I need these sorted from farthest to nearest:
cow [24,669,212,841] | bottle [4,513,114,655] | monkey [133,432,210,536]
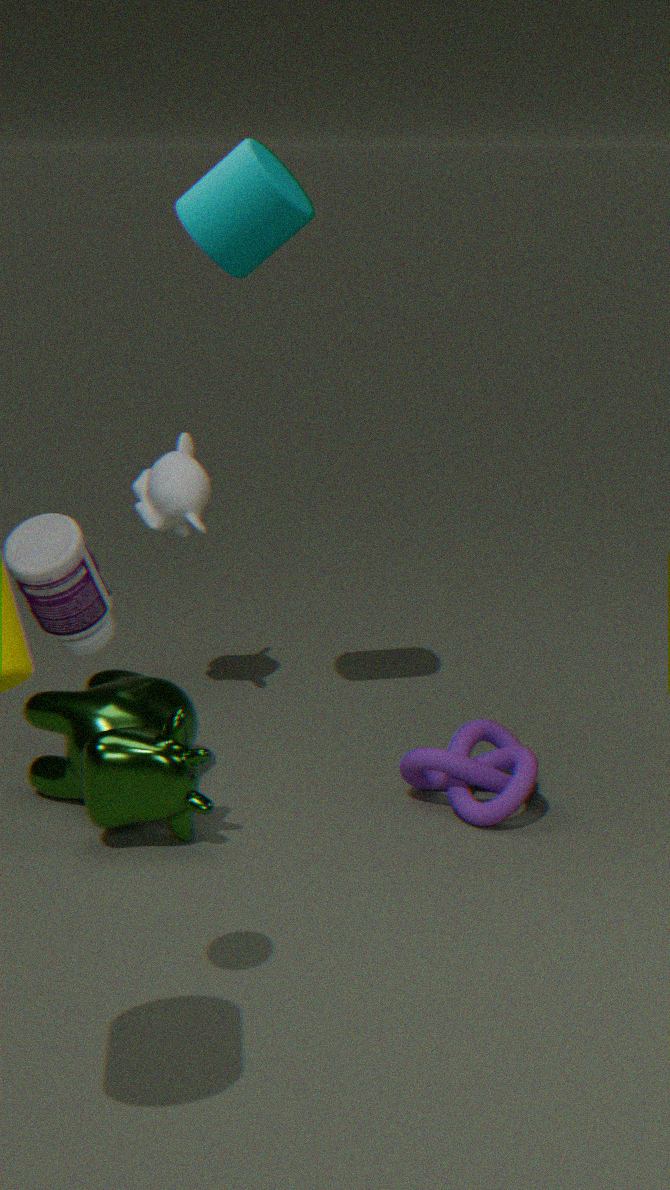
monkey [133,432,210,536] → cow [24,669,212,841] → bottle [4,513,114,655]
